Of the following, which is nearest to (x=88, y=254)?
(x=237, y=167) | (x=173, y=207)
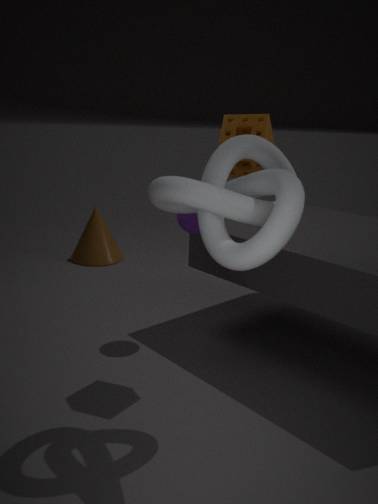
(x=237, y=167)
